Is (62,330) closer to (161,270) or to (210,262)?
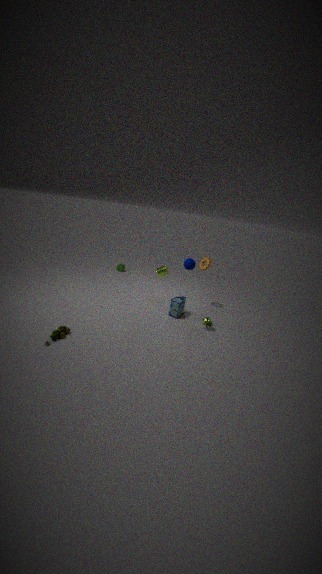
(161,270)
